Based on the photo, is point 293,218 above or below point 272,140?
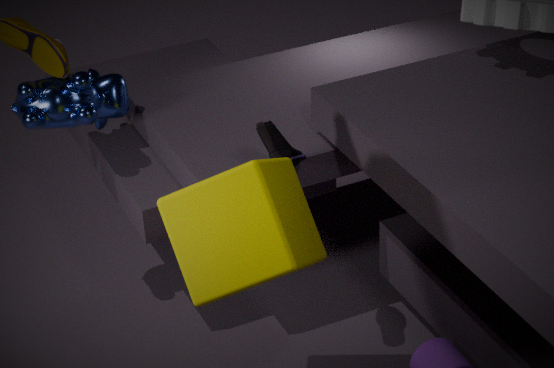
below
